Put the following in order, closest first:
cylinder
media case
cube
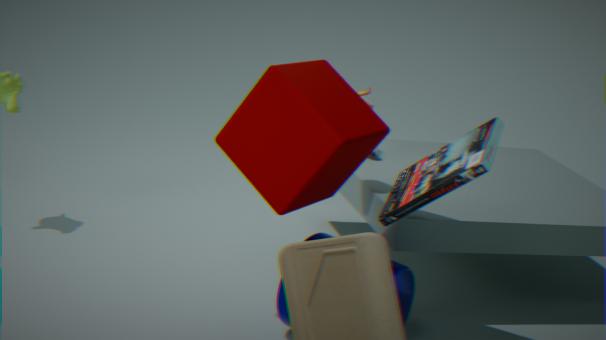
cube, media case, cylinder
